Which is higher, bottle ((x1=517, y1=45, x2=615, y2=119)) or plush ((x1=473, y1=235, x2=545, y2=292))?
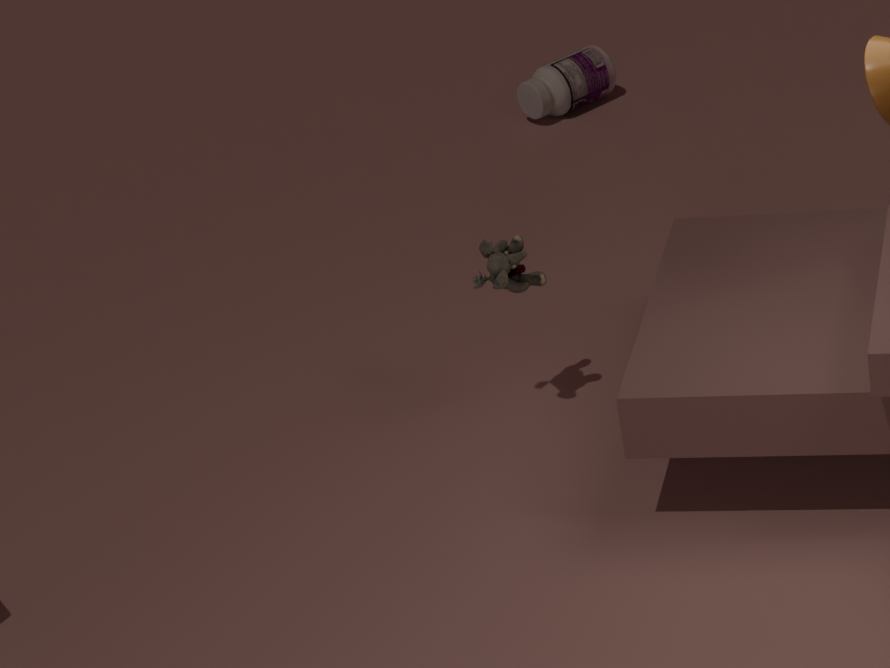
plush ((x1=473, y1=235, x2=545, y2=292))
